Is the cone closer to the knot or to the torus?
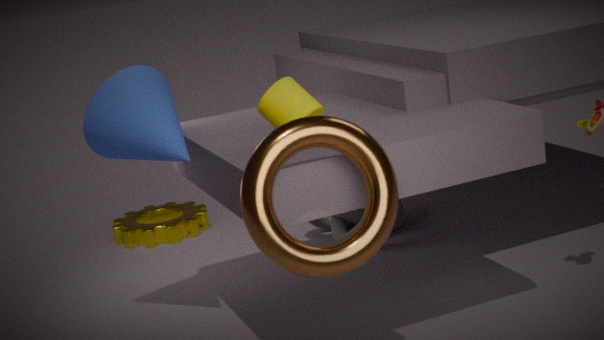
the torus
